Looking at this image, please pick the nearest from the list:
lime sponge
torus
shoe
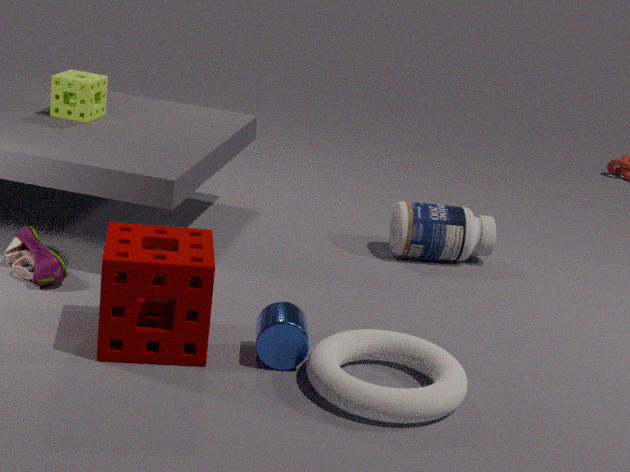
torus
